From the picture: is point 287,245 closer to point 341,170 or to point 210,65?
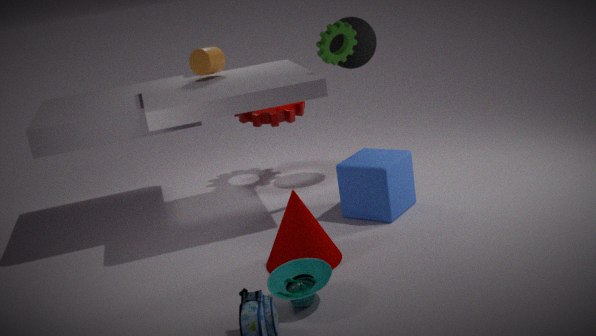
point 341,170
